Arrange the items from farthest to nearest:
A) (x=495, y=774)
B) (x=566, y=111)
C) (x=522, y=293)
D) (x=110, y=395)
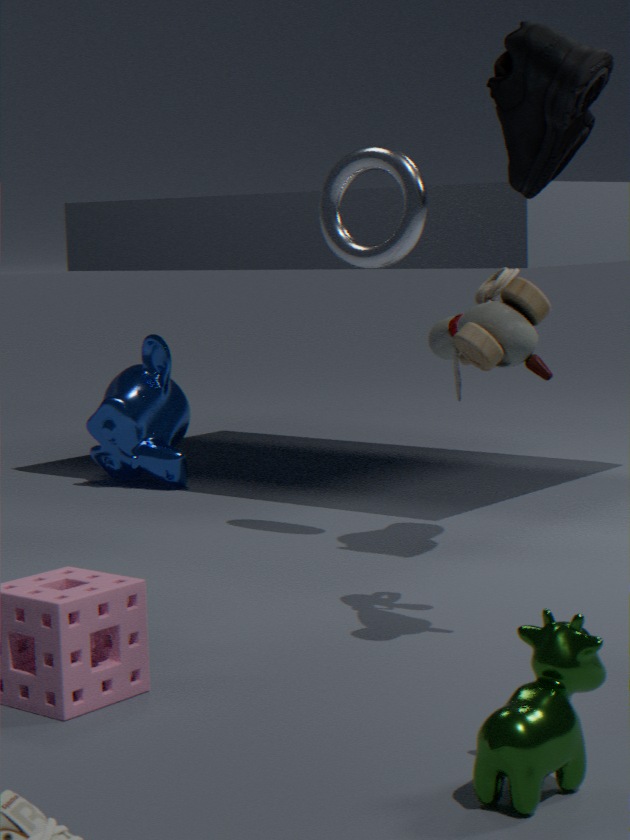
(x=110, y=395), (x=566, y=111), (x=522, y=293), (x=495, y=774)
